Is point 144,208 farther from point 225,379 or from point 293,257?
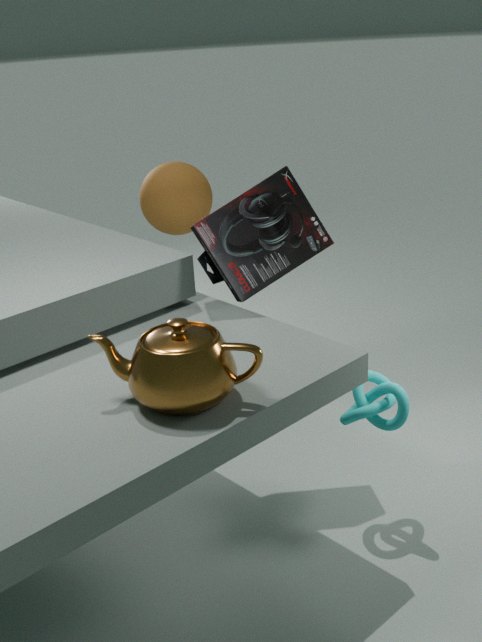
point 225,379
